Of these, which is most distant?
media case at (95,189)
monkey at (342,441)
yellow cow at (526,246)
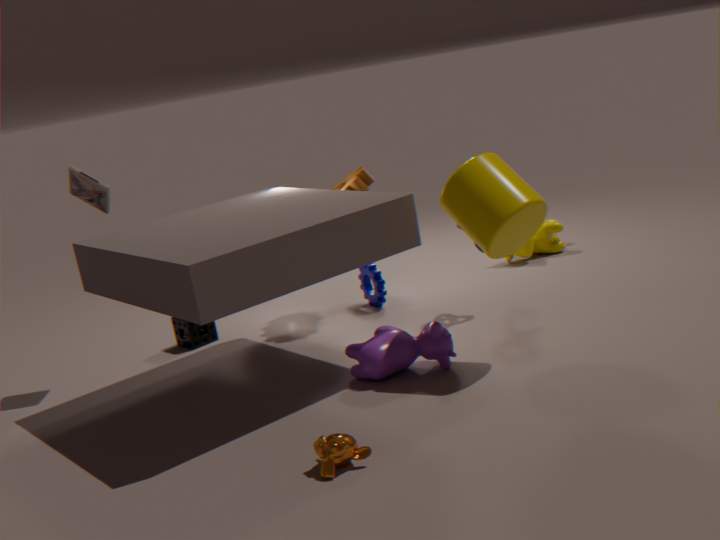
yellow cow at (526,246)
